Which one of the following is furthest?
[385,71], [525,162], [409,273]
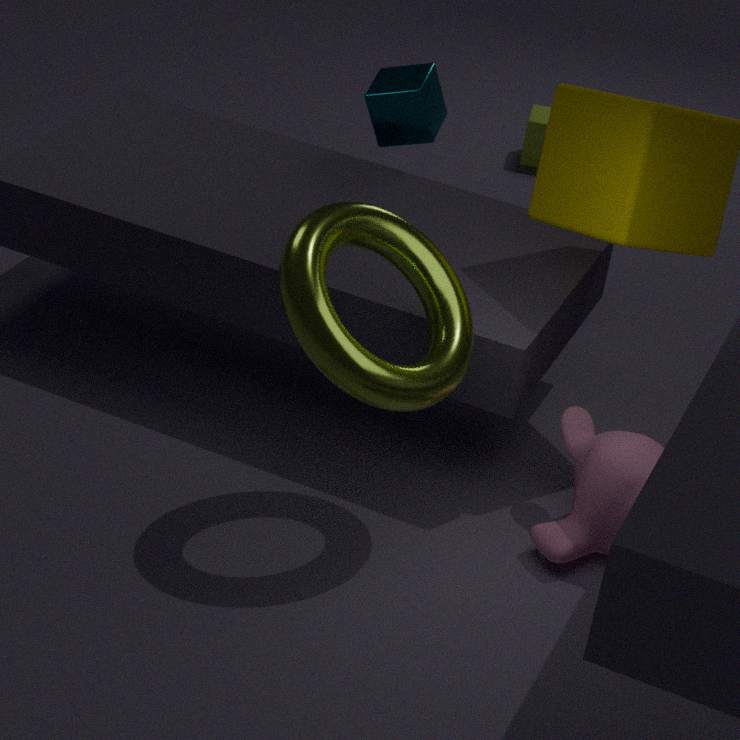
[525,162]
